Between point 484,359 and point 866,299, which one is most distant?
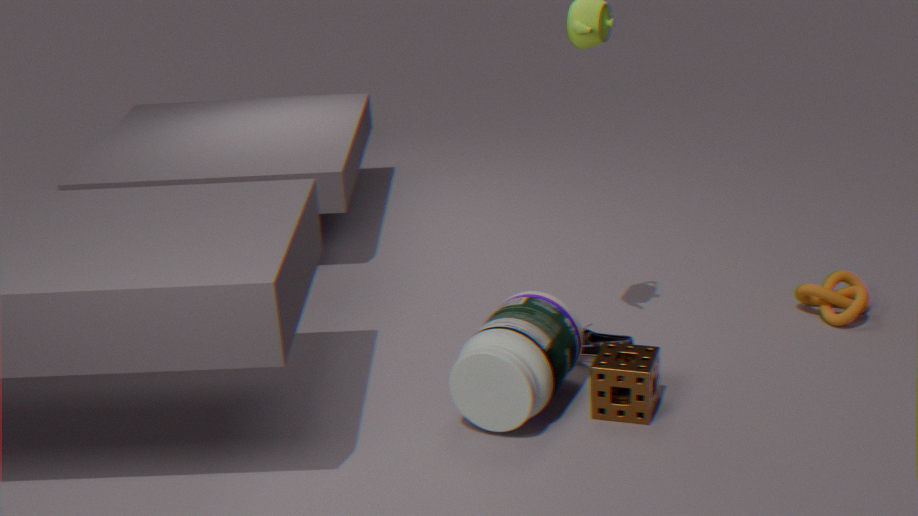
point 866,299
